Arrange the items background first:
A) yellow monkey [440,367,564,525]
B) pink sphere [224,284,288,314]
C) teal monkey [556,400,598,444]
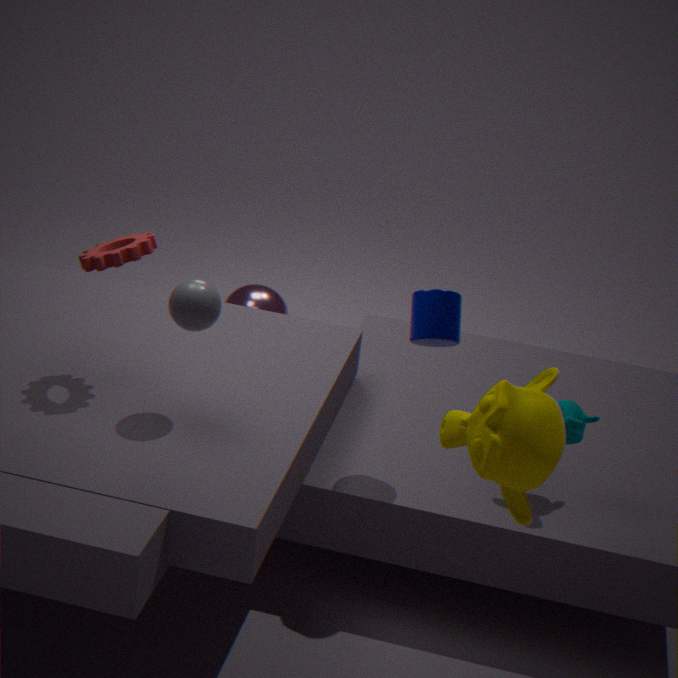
B. pink sphere [224,284,288,314] < C. teal monkey [556,400,598,444] < A. yellow monkey [440,367,564,525]
